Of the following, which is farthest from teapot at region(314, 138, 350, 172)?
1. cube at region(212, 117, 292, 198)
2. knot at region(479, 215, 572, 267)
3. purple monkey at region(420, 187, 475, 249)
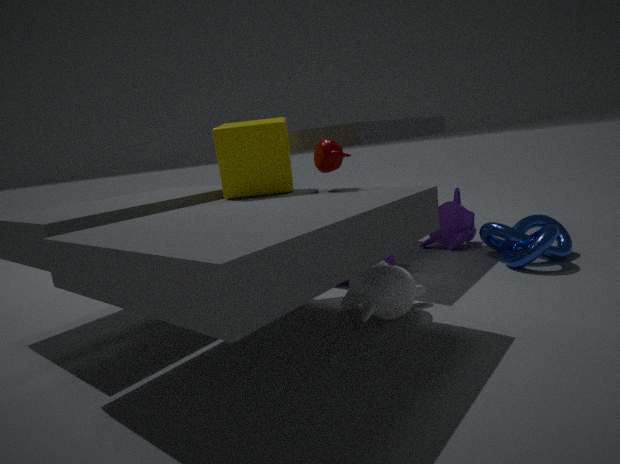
purple monkey at region(420, 187, 475, 249)
